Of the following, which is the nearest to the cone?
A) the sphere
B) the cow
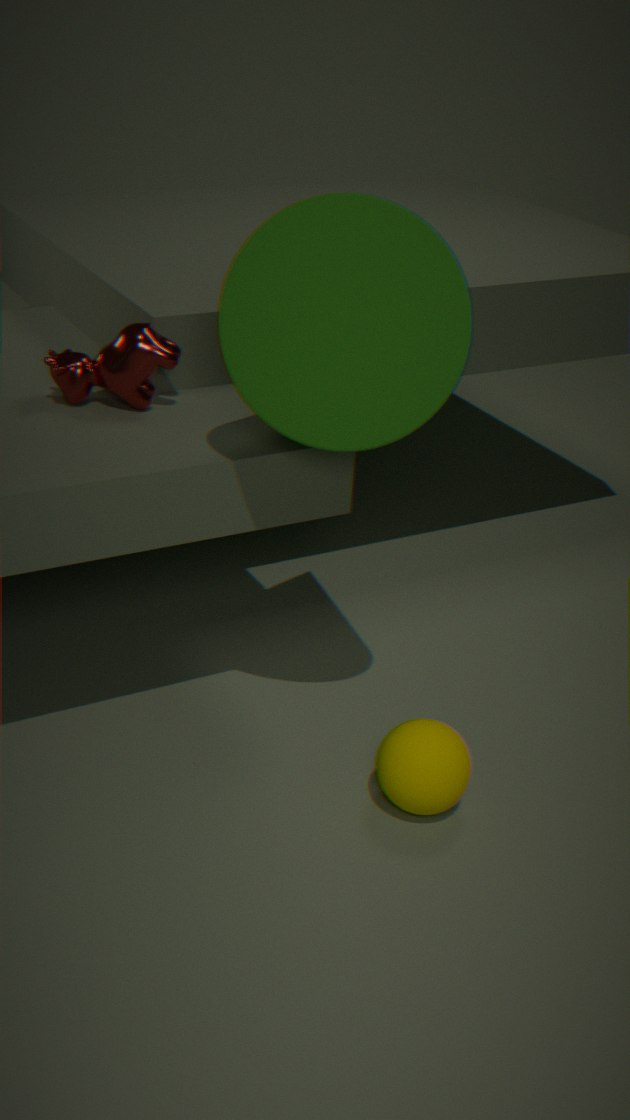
the cow
